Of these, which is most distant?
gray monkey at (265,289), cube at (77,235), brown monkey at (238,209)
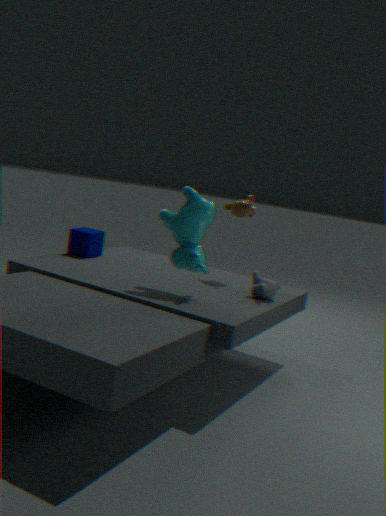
cube at (77,235)
